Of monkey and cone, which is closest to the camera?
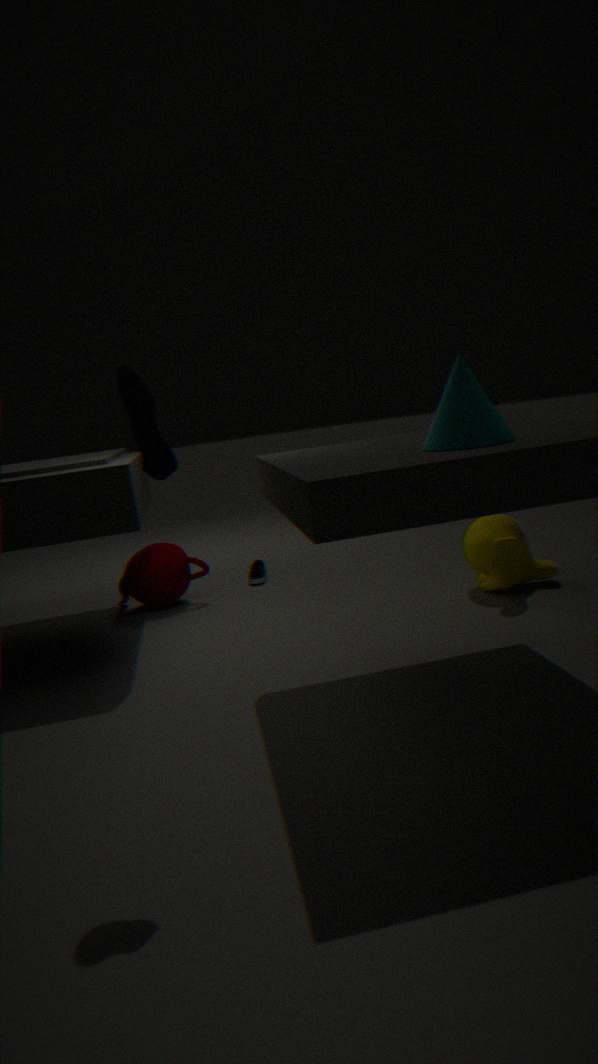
cone
